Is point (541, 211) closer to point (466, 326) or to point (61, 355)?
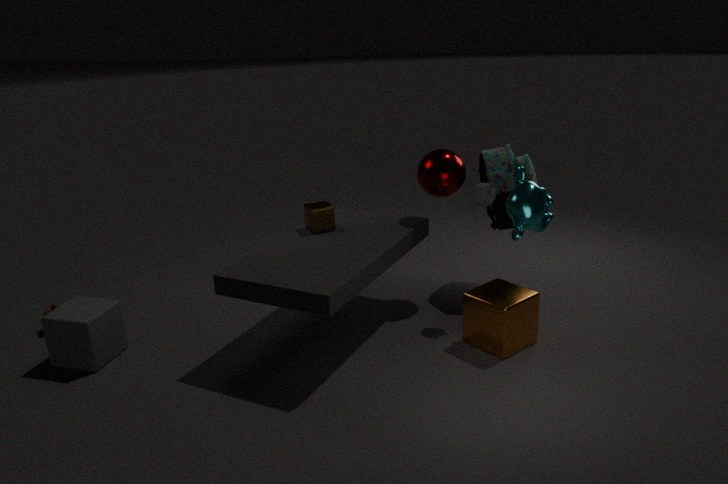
point (466, 326)
